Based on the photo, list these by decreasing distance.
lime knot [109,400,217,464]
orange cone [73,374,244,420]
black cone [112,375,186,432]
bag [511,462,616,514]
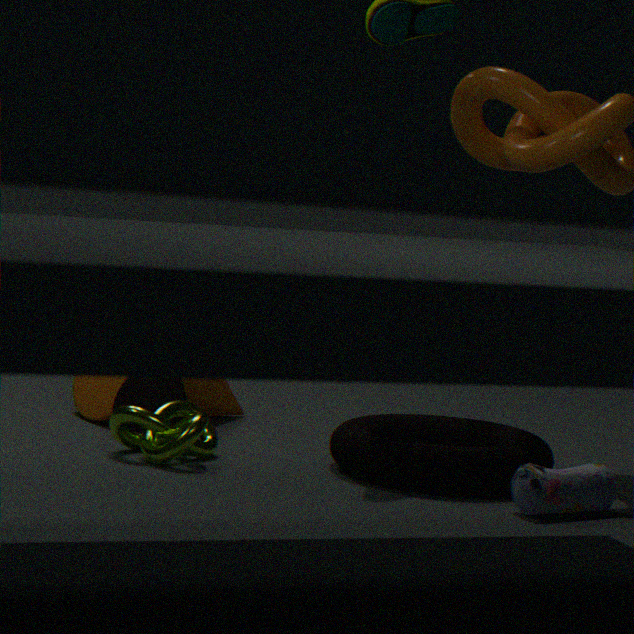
orange cone [73,374,244,420] → black cone [112,375,186,432] → lime knot [109,400,217,464] → bag [511,462,616,514]
